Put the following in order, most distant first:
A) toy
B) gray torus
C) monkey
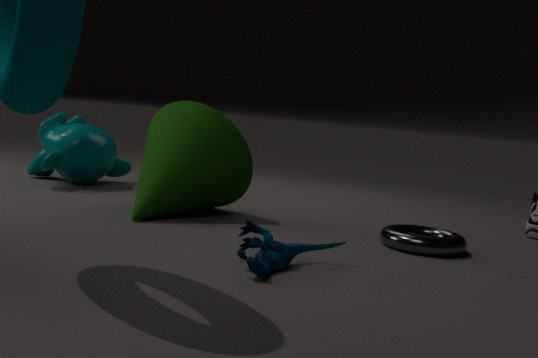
1. monkey
2. gray torus
3. toy
